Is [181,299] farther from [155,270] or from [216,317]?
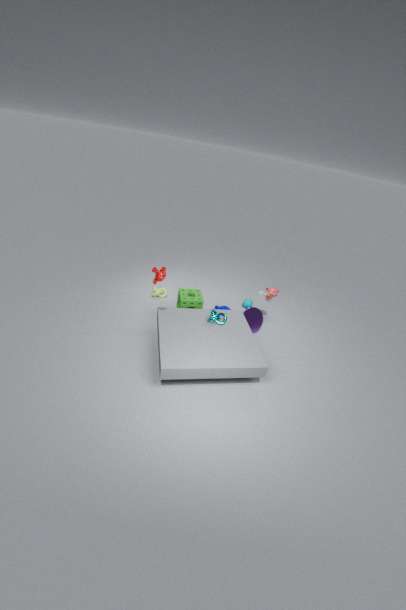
[155,270]
